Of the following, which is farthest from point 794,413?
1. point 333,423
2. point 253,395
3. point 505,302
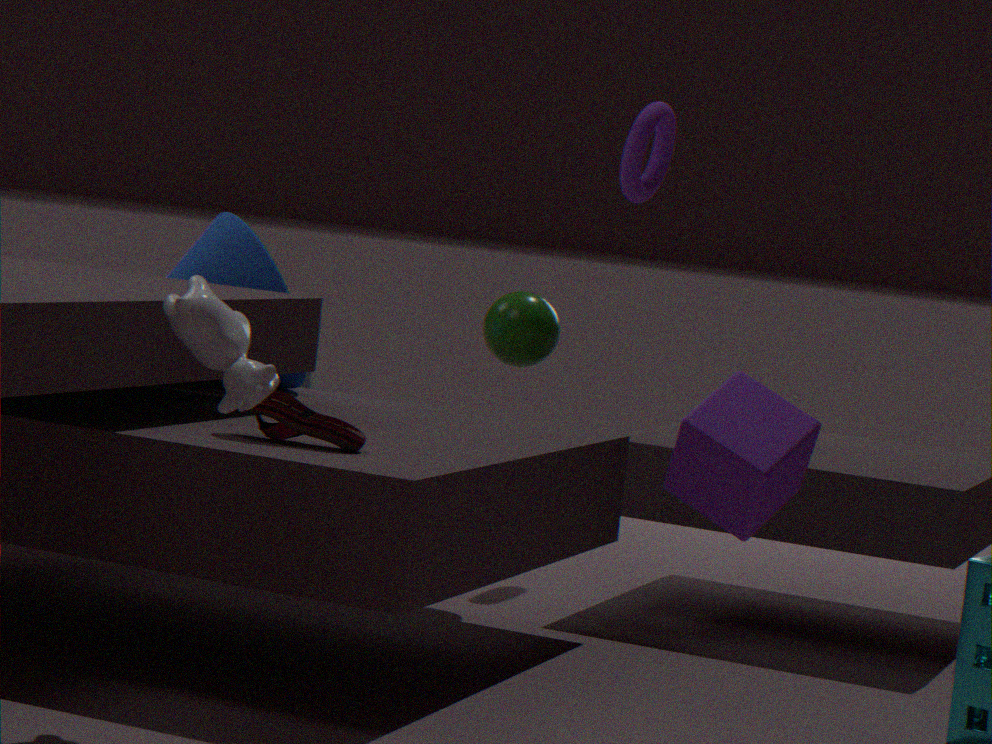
point 505,302
